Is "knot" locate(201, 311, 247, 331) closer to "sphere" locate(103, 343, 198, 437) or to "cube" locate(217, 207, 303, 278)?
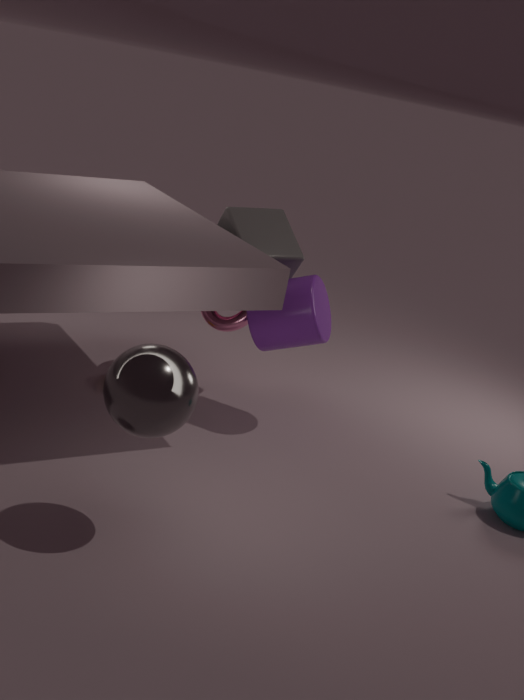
"cube" locate(217, 207, 303, 278)
